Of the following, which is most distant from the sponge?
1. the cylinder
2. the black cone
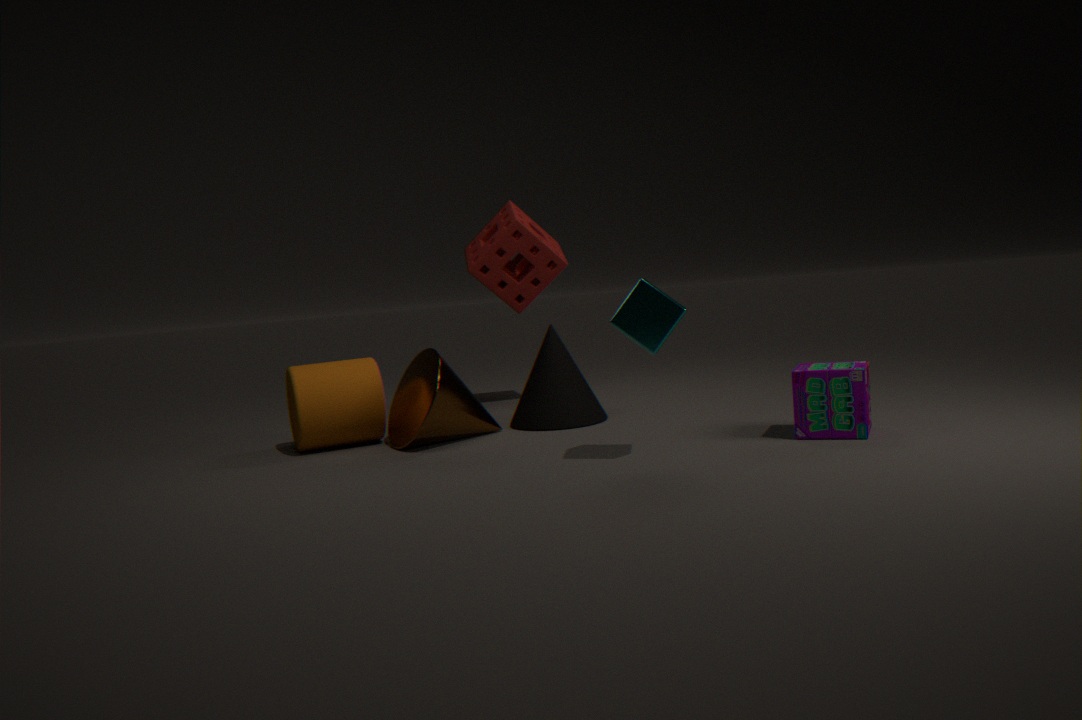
the cylinder
